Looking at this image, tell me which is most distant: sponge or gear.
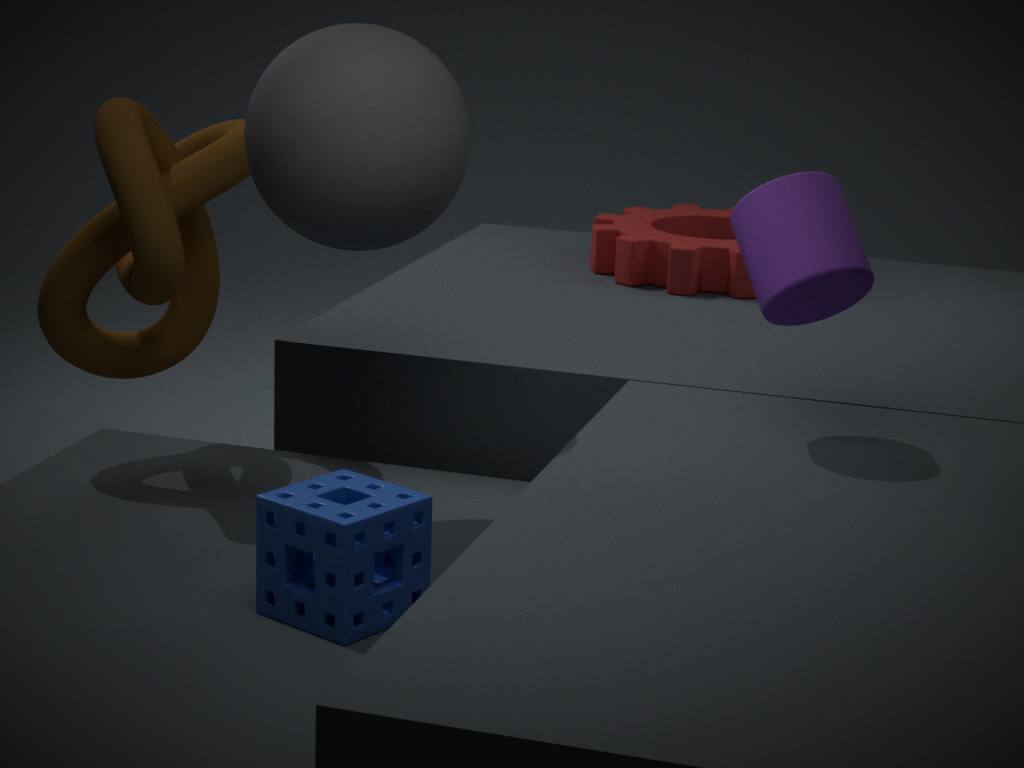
gear
